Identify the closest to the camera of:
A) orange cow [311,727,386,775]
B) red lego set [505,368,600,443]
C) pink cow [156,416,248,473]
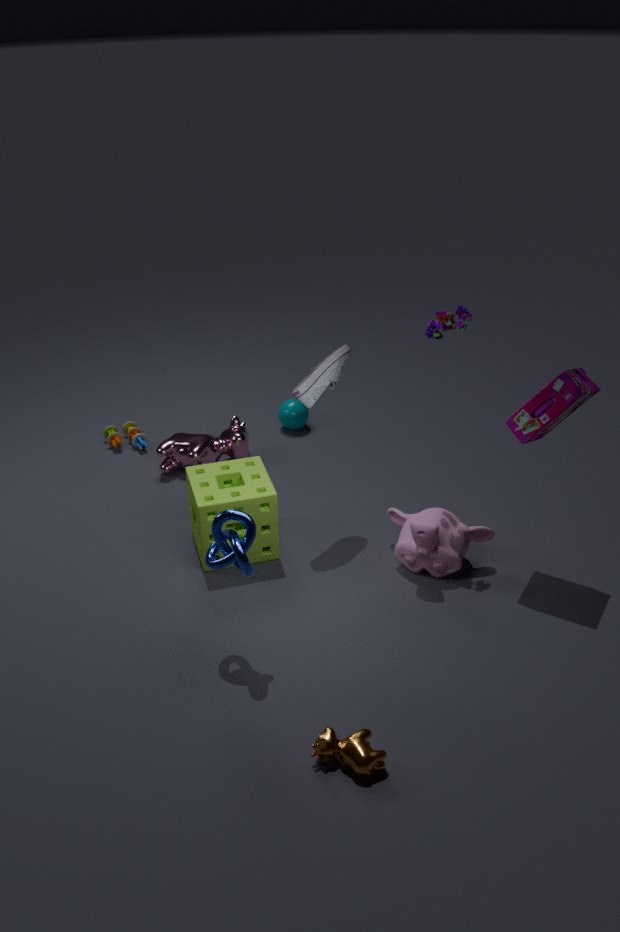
orange cow [311,727,386,775]
